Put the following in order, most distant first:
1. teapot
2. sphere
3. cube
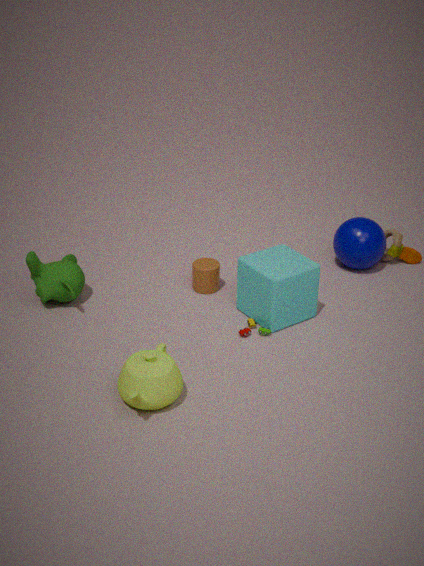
sphere, cube, teapot
